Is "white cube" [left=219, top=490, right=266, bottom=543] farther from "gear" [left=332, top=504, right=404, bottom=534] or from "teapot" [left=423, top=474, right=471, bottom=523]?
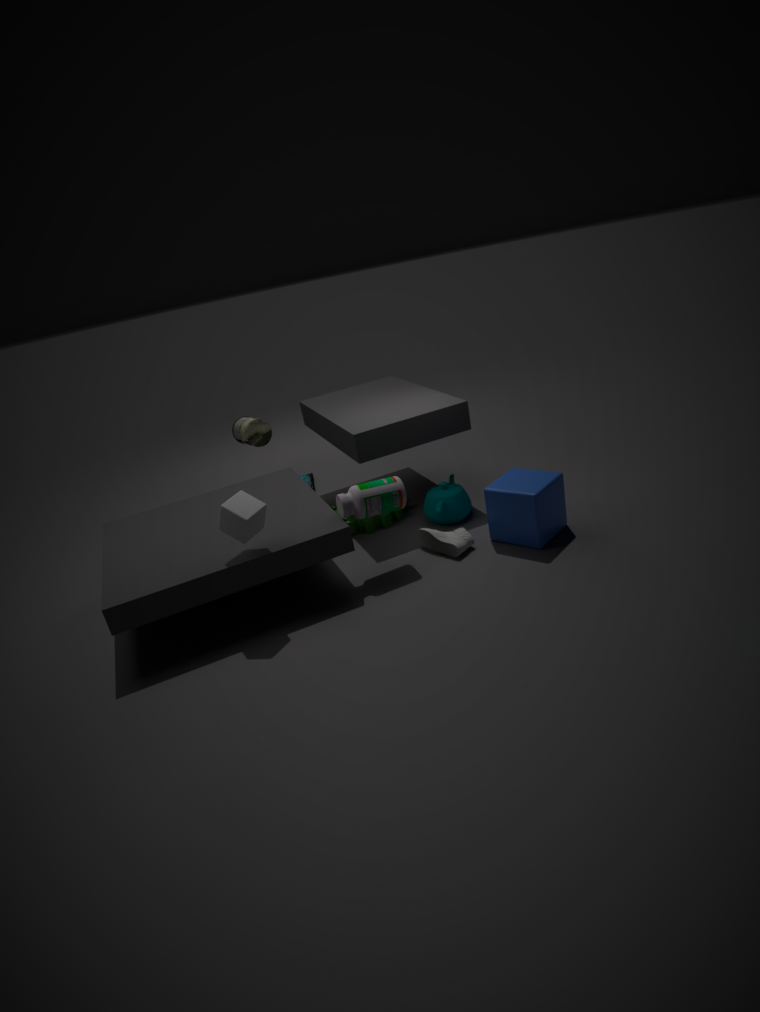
"teapot" [left=423, top=474, right=471, bottom=523]
